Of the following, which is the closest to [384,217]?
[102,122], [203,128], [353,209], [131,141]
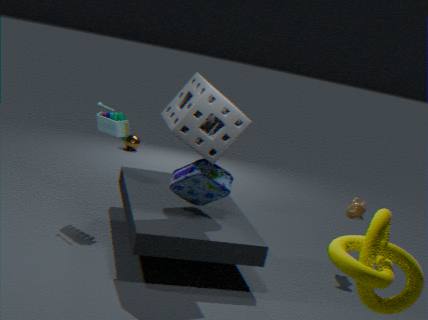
[353,209]
